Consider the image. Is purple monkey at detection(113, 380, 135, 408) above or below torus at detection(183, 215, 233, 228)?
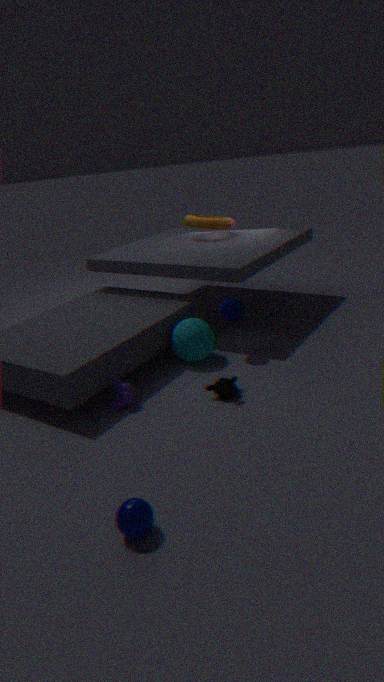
below
